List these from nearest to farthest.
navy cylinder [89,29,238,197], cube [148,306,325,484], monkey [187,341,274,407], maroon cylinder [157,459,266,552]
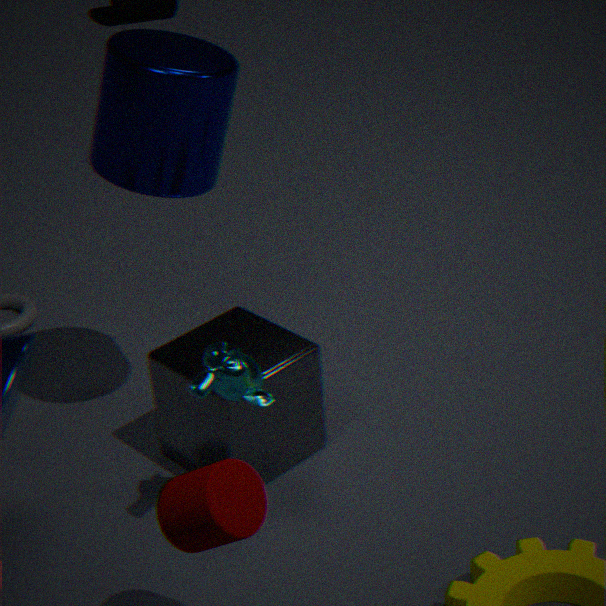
maroon cylinder [157,459,266,552], monkey [187,341,274,407], navy cylinder [89,29,238,197], cube [148,306,325,484]
